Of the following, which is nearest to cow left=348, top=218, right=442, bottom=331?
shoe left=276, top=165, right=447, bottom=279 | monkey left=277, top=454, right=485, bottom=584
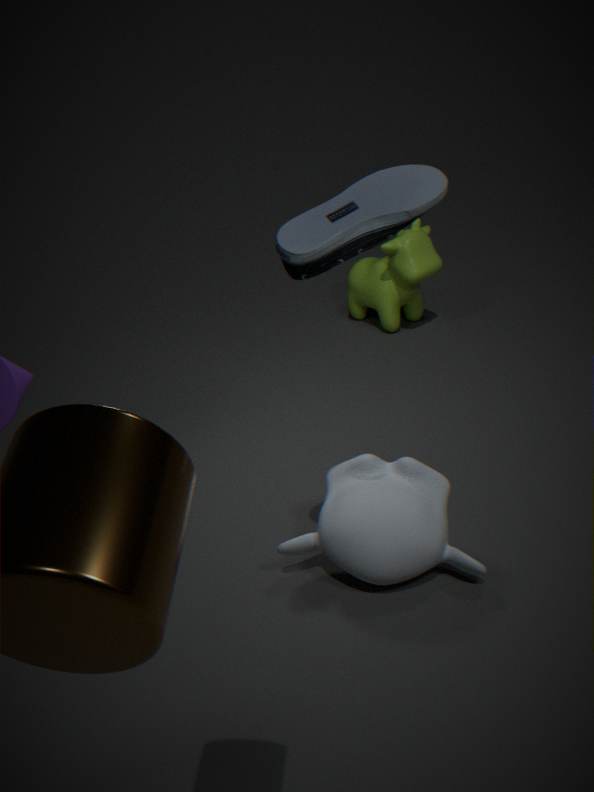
monkey left=277, top=454, right=485, bottom=584
